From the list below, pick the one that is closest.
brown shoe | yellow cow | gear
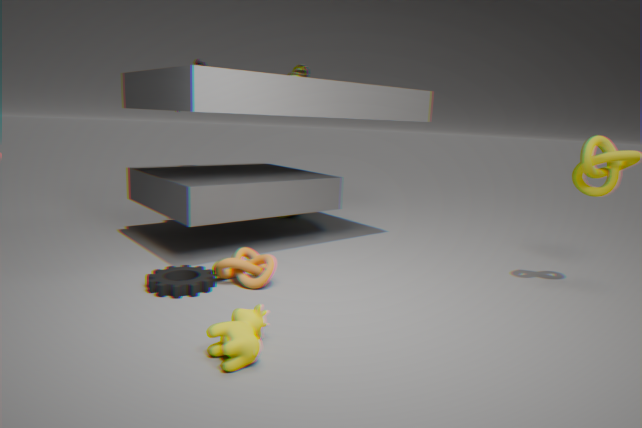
yellow cow
